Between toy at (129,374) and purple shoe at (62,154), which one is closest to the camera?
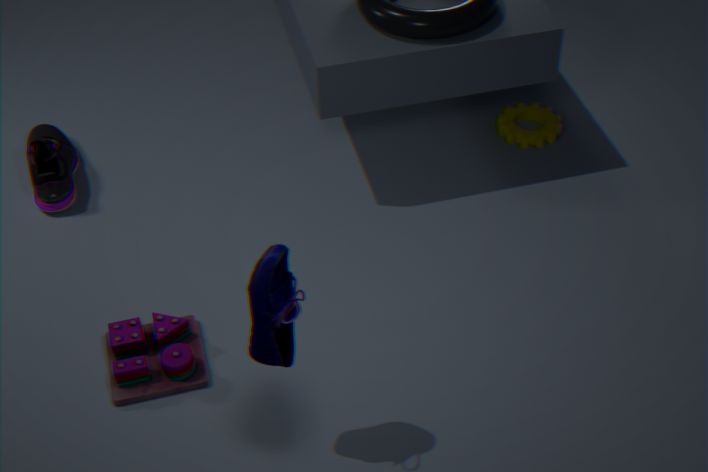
toy at (129,374)
